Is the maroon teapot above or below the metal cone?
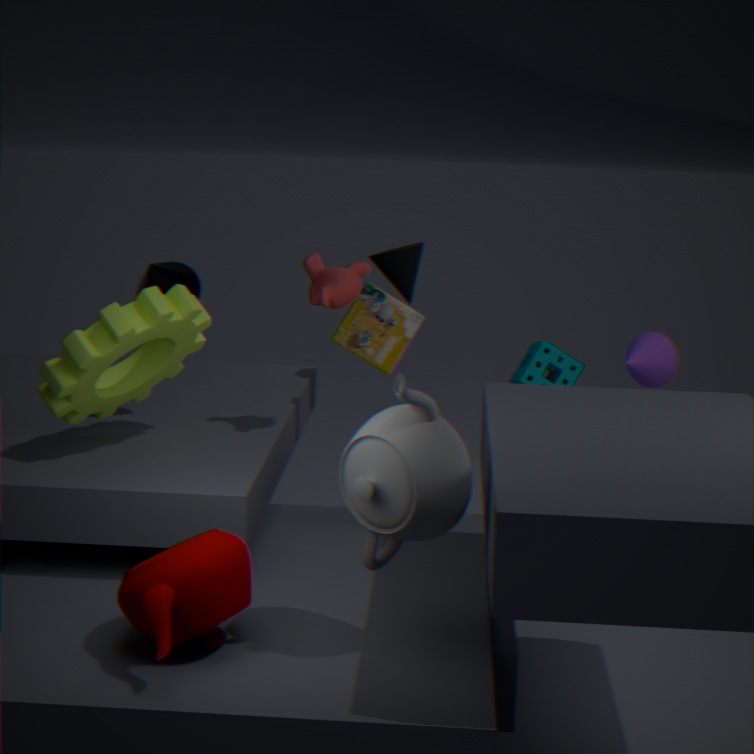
below
